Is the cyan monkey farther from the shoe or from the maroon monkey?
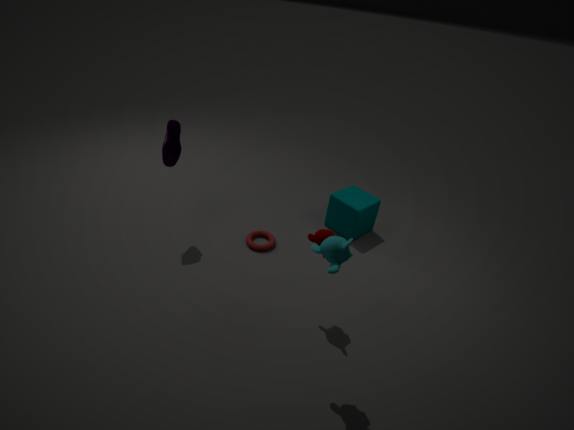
the shoe
